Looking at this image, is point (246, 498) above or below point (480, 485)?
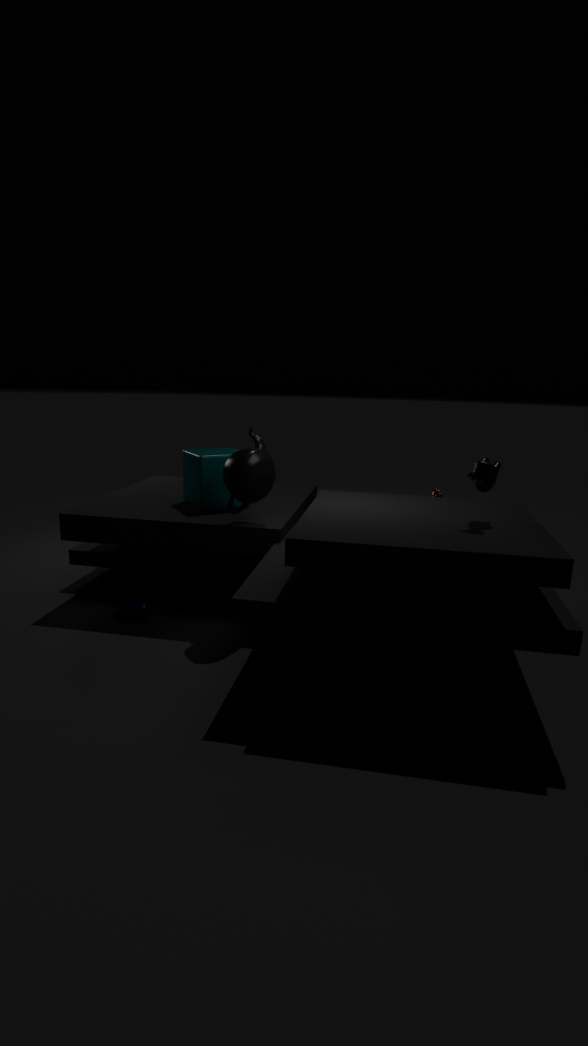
Result: below
